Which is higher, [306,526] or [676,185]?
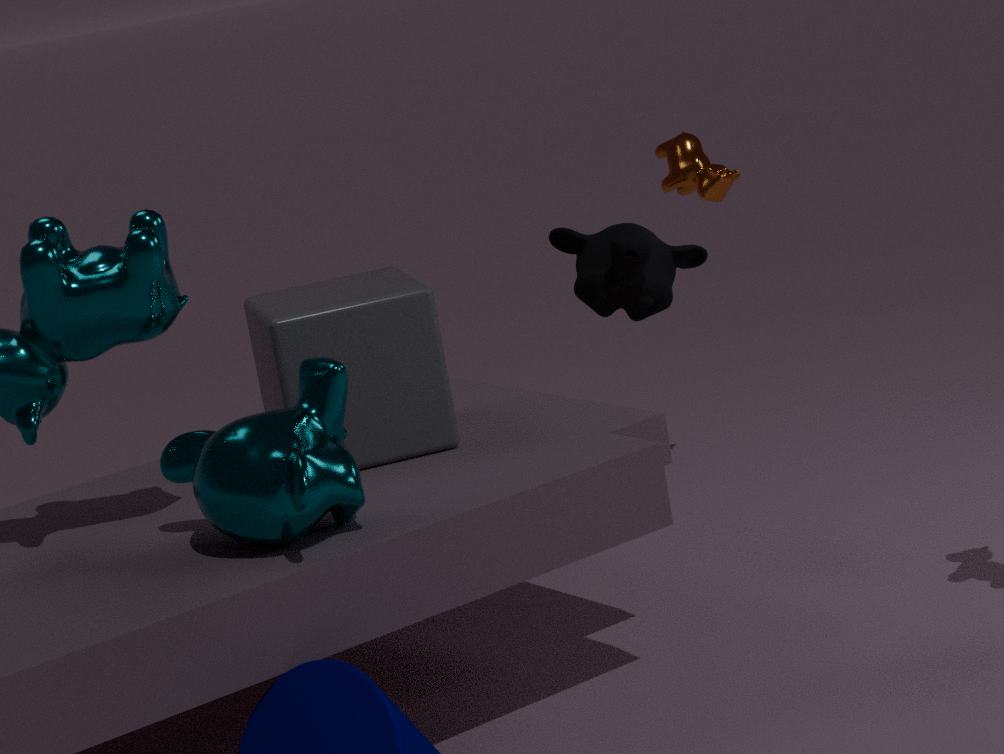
[676,185]
